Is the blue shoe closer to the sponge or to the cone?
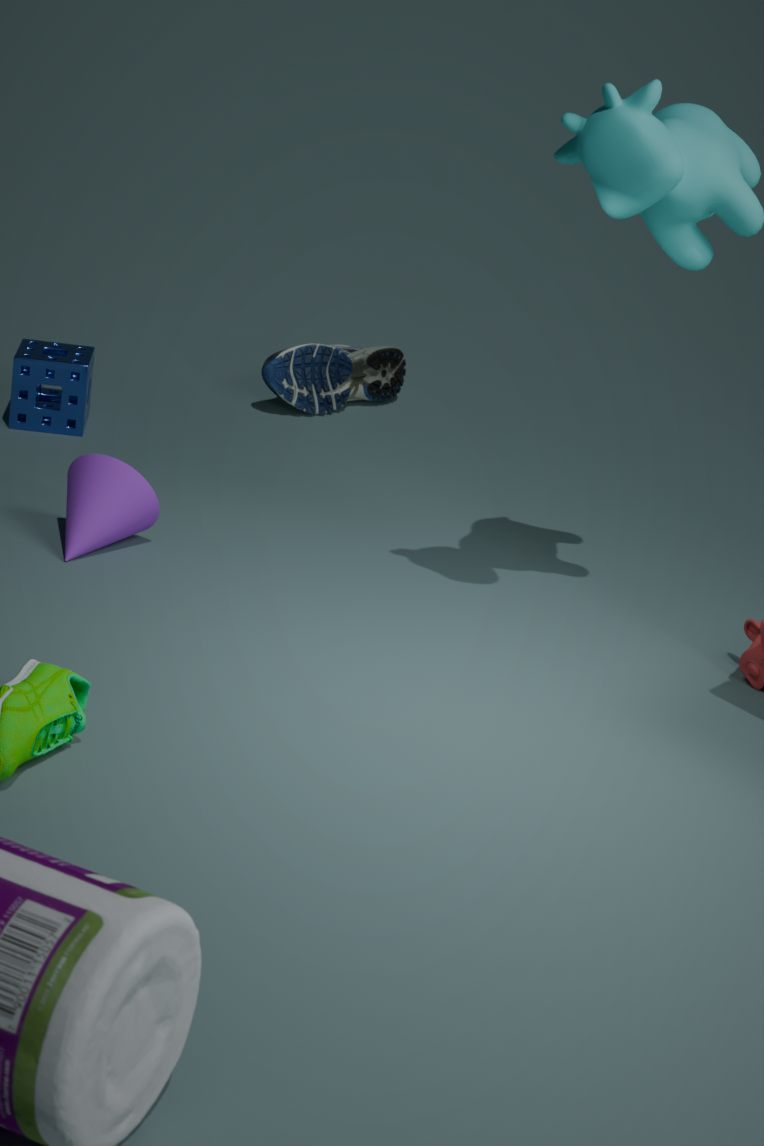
the sponge
